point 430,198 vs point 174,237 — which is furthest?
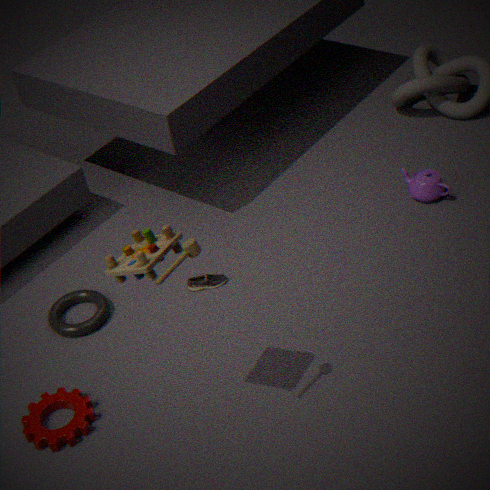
point 430,198
